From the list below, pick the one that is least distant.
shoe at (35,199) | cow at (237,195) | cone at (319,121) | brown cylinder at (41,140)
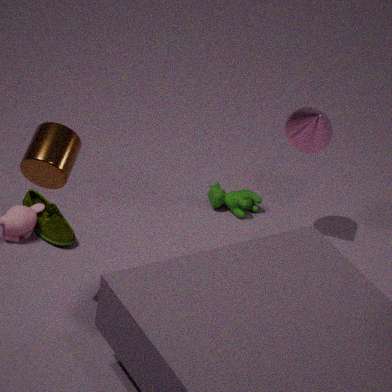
brown cylinder at (41,140)
